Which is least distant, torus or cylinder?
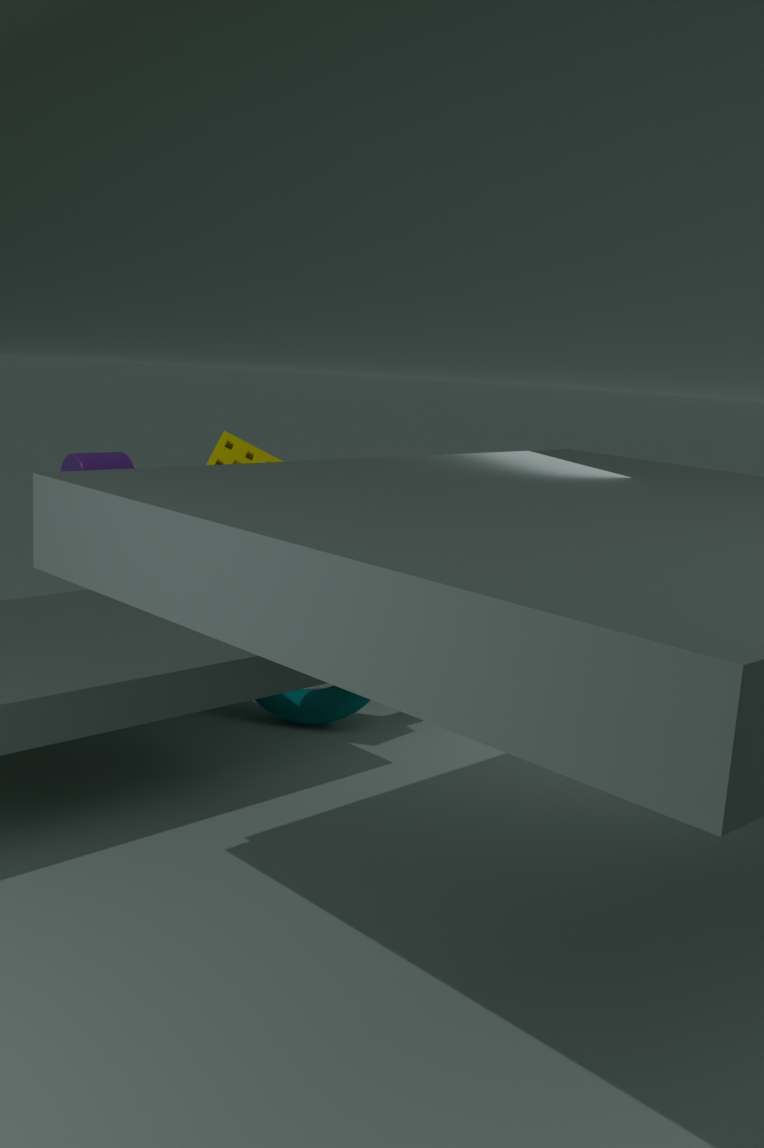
torus
